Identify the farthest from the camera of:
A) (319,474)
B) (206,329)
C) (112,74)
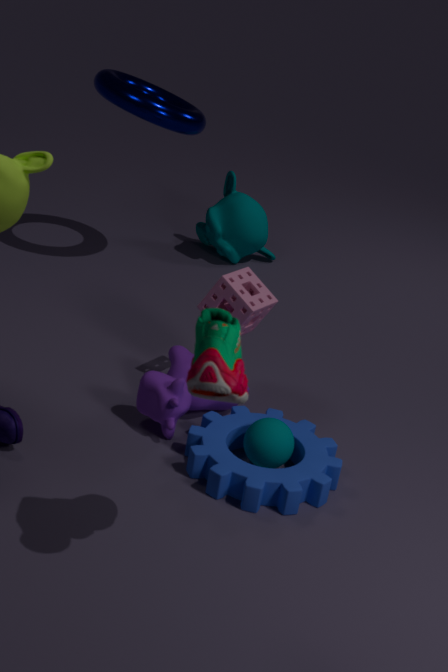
(112,74)
